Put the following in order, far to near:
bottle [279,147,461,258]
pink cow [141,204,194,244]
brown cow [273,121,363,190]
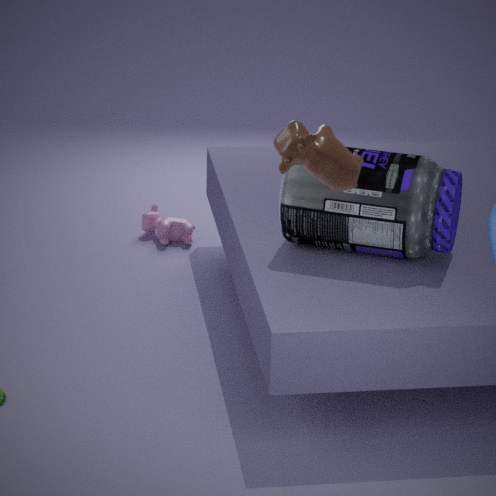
pink cow [141,204,194,244] → bottle [279,147,461,258] → brown cow [273,121,363,190]
